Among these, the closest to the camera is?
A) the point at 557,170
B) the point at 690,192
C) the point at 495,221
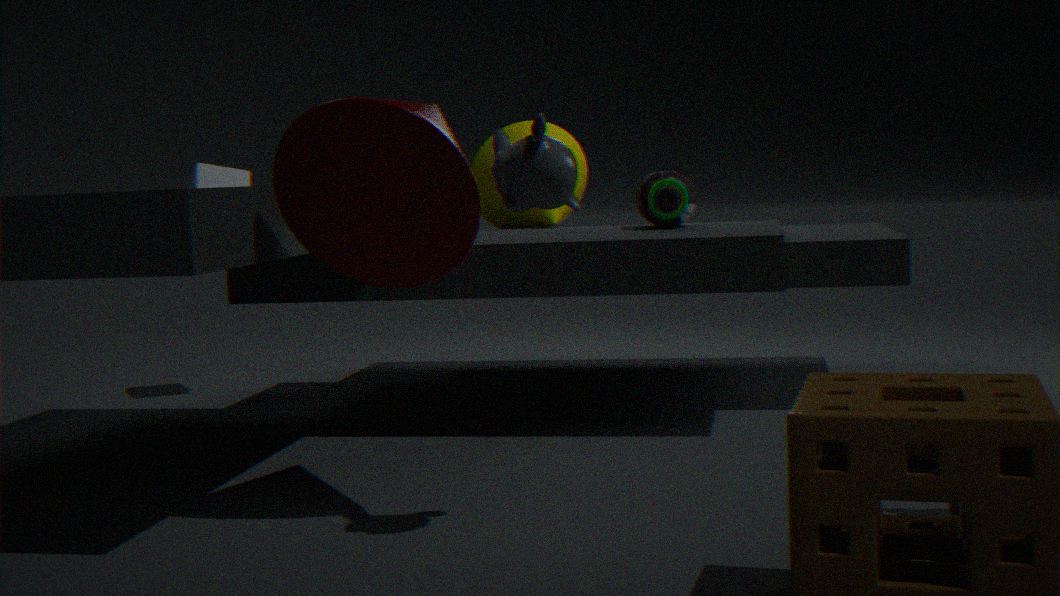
the point at 557,170
